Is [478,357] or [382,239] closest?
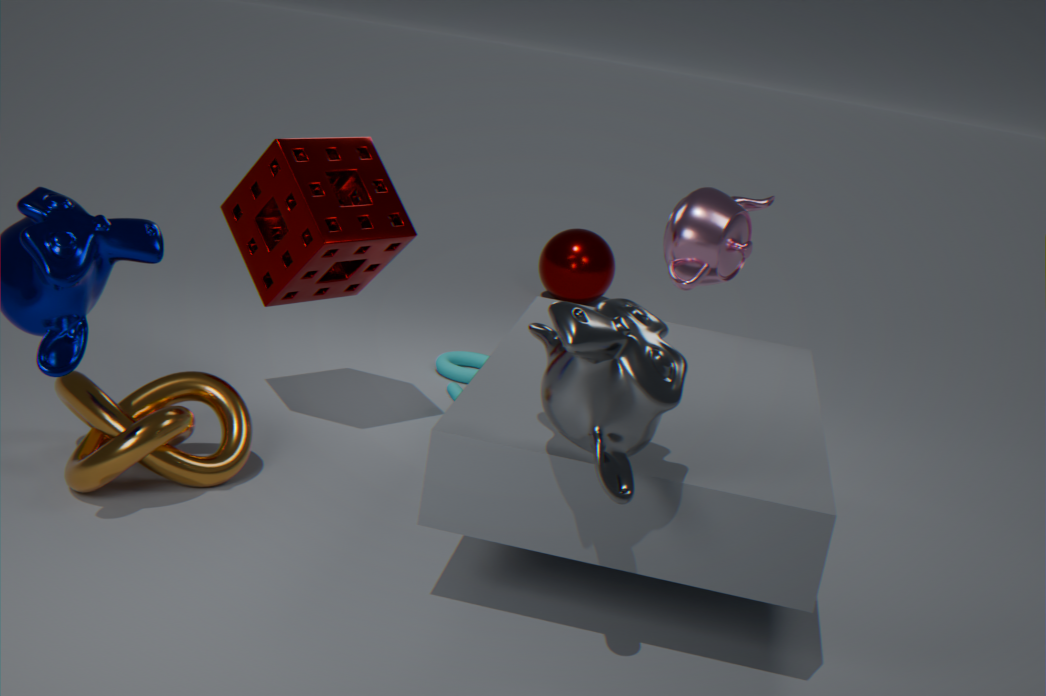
[382,239]
